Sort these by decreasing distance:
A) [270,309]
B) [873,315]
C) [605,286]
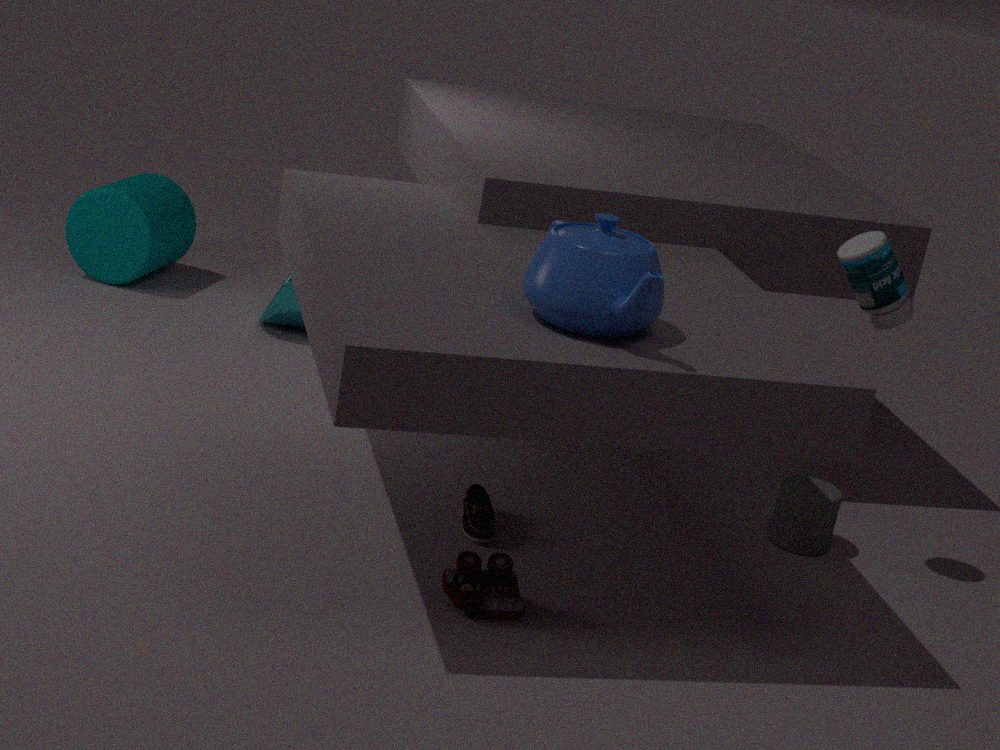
1. [270,309]
2. [873,315]
3. [605,286]
